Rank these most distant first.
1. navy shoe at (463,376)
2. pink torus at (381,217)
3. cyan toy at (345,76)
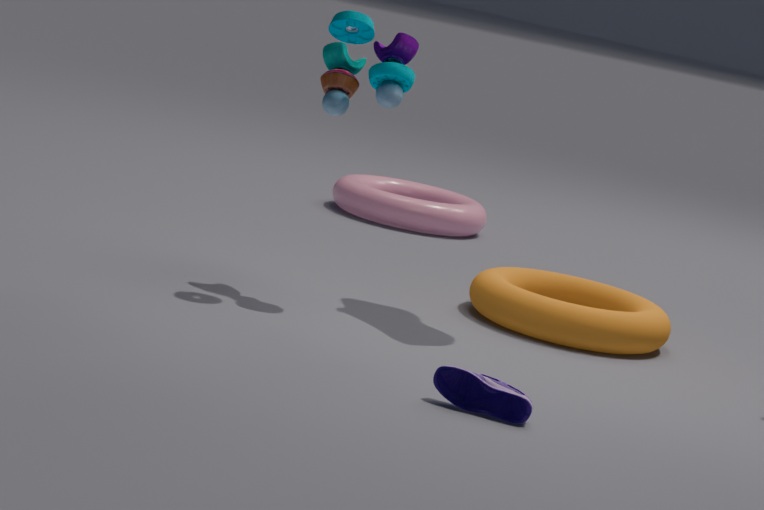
pink torus at (381,217), cyan toy at (345,76), navy shoe at (463,376)
